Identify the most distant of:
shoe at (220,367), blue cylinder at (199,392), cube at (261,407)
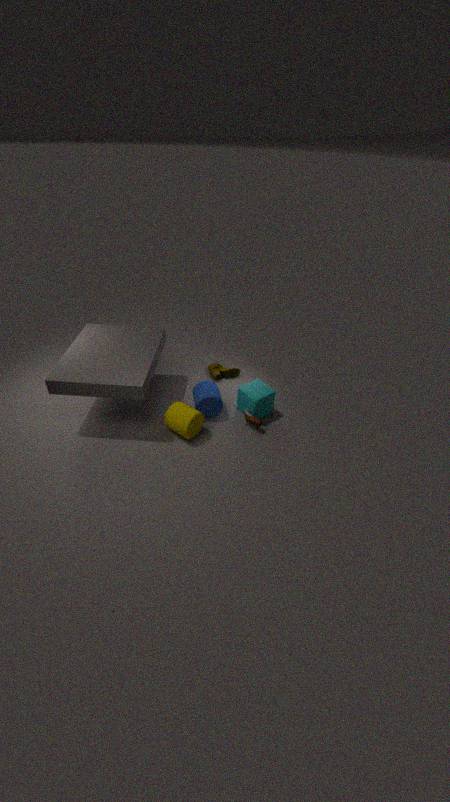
shoe at (220,367)
